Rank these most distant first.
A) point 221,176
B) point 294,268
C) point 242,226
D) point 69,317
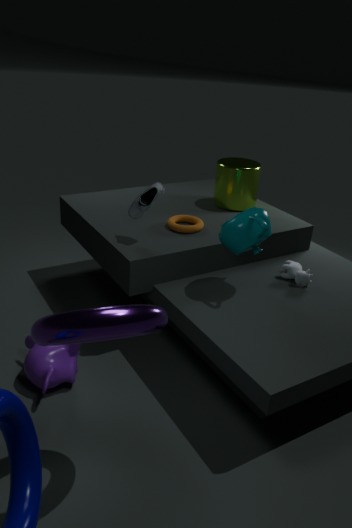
point 221,176, point 294,268, point 242,226, point 69,317
